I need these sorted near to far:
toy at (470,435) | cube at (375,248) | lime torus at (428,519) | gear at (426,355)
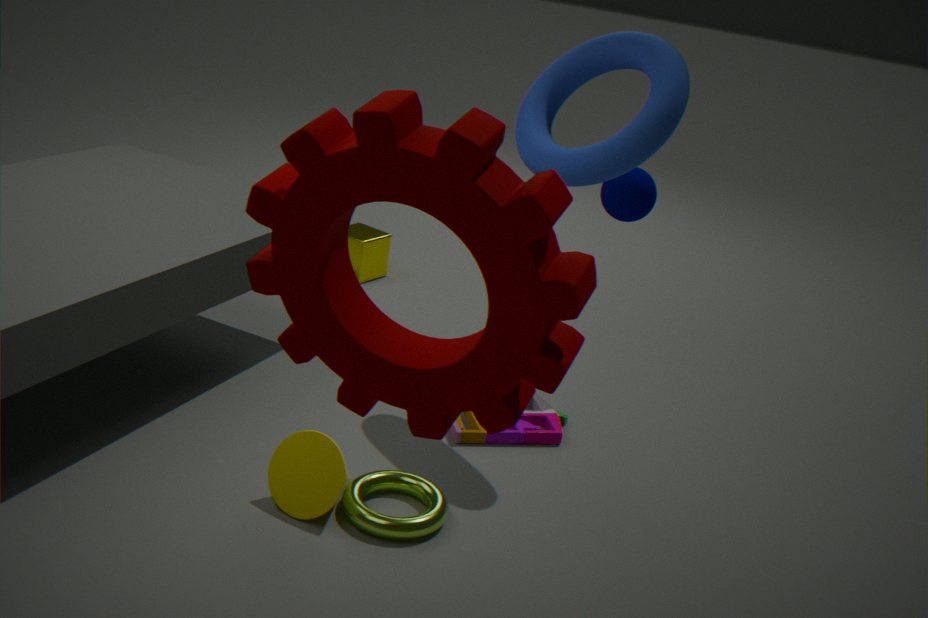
gear at (426,355), lime torus at (428,519), toy at (470,435), cube at (375,248)
